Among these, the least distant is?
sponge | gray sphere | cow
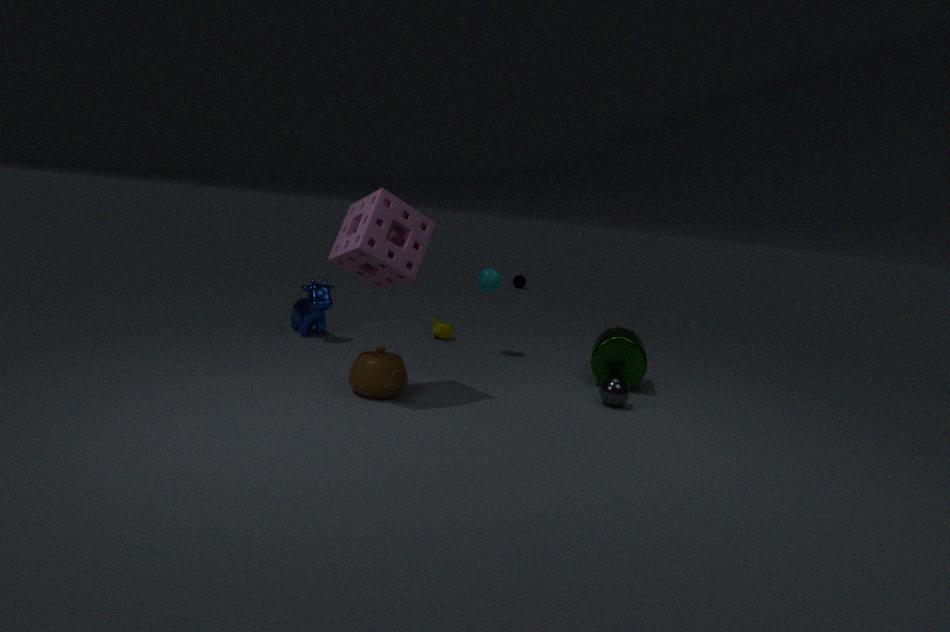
sponge
